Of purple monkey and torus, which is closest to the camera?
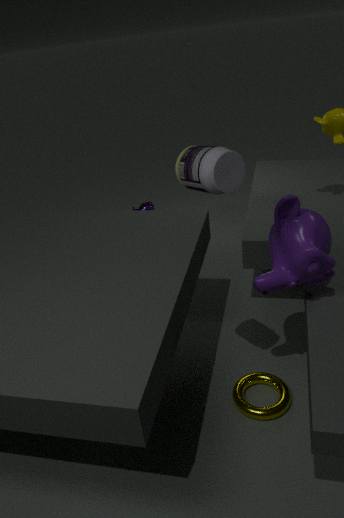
purple monkey
